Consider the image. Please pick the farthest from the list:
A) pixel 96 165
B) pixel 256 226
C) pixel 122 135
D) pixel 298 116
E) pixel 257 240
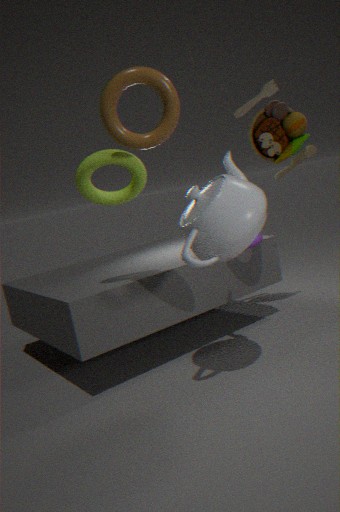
pixel 298 116
